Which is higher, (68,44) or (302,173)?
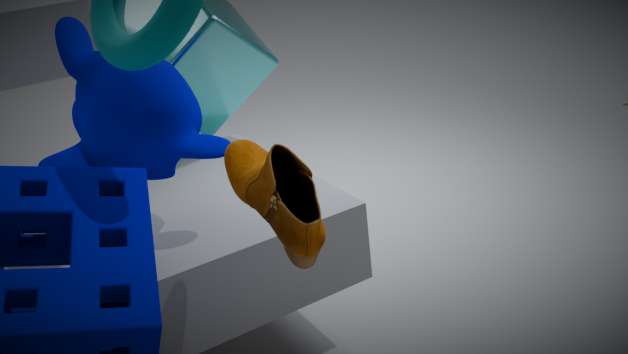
(68,44)
